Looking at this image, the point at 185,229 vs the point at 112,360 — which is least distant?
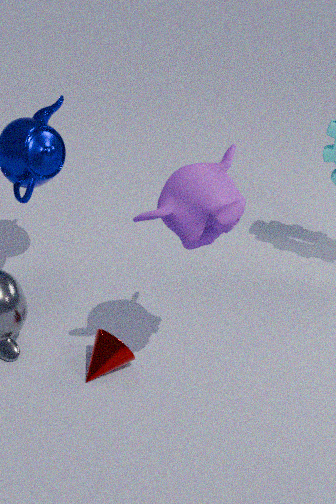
the point at 185,229
